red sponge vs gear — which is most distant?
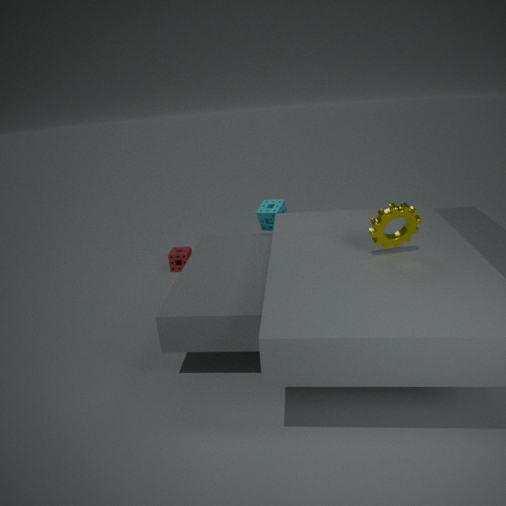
red sponge
